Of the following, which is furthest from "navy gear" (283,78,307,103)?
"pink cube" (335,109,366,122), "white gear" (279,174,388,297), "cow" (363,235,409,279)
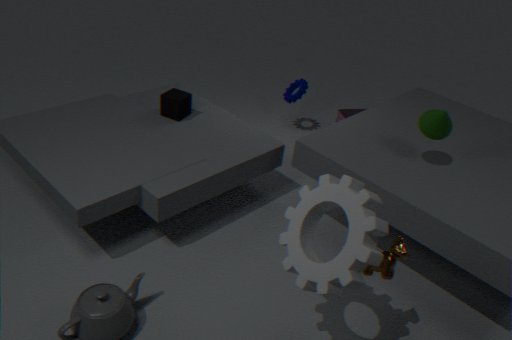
"cow" (363,235,409,279)
